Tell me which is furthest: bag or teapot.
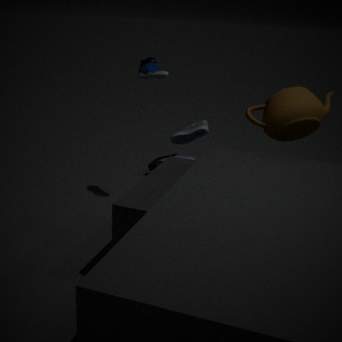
bag
